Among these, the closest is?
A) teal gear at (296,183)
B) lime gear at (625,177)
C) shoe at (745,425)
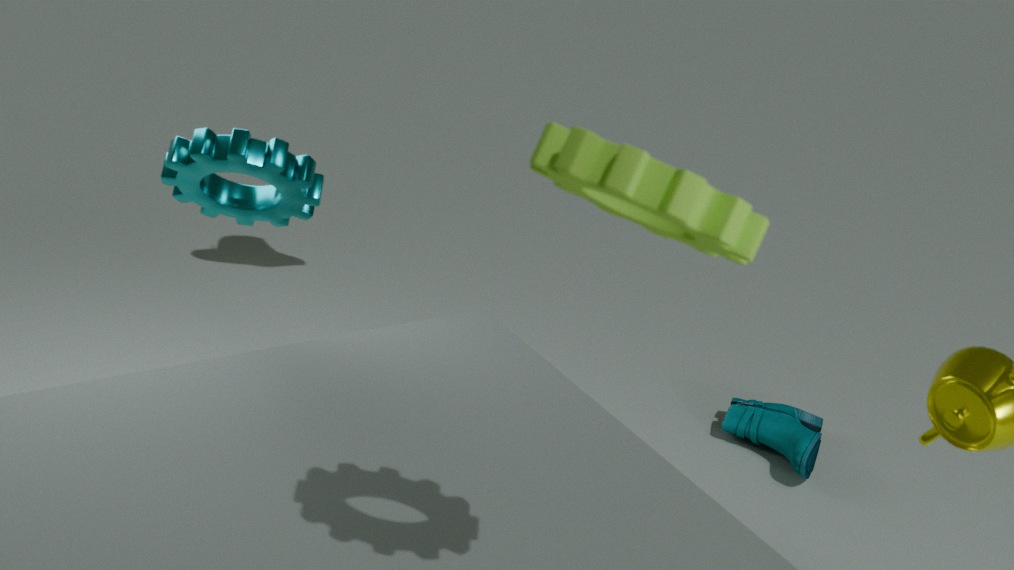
B. lime gear at (625,177)
